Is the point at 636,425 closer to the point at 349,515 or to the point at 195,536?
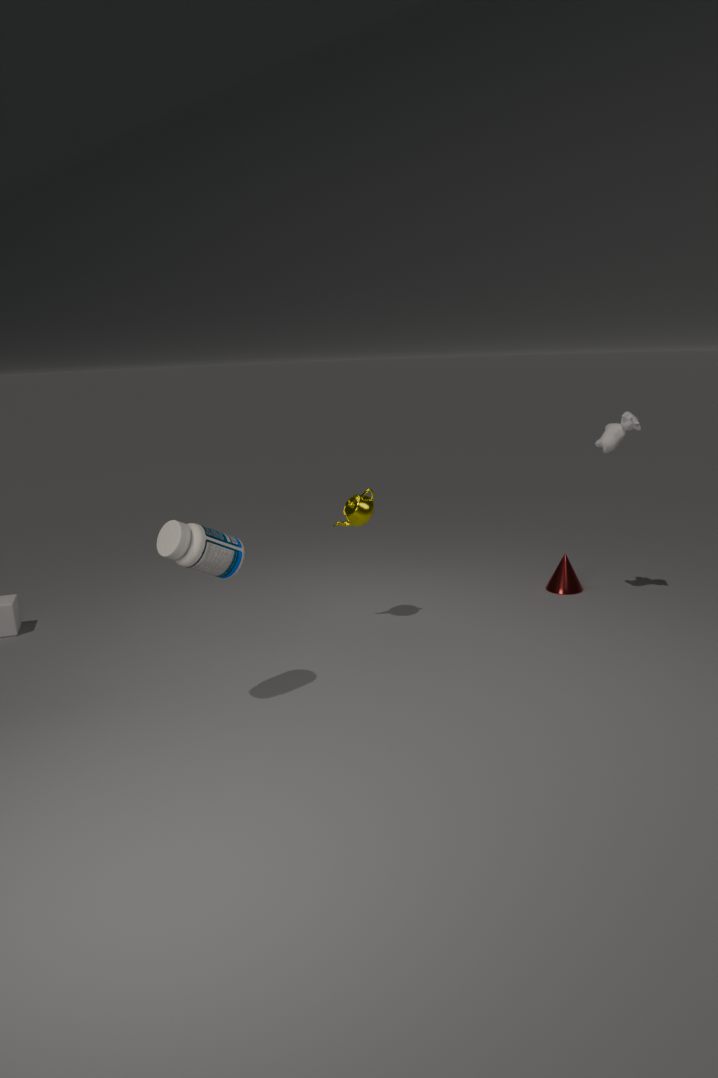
the point at 349,515
